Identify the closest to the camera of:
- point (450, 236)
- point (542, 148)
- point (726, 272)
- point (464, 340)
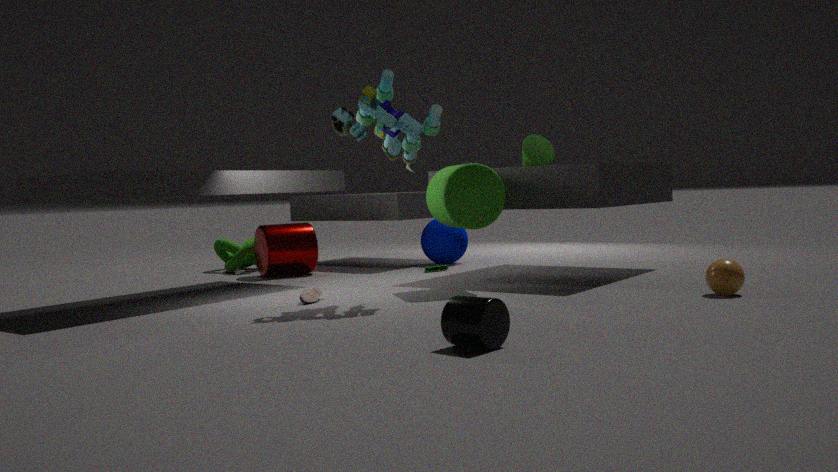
point (464, 340)
